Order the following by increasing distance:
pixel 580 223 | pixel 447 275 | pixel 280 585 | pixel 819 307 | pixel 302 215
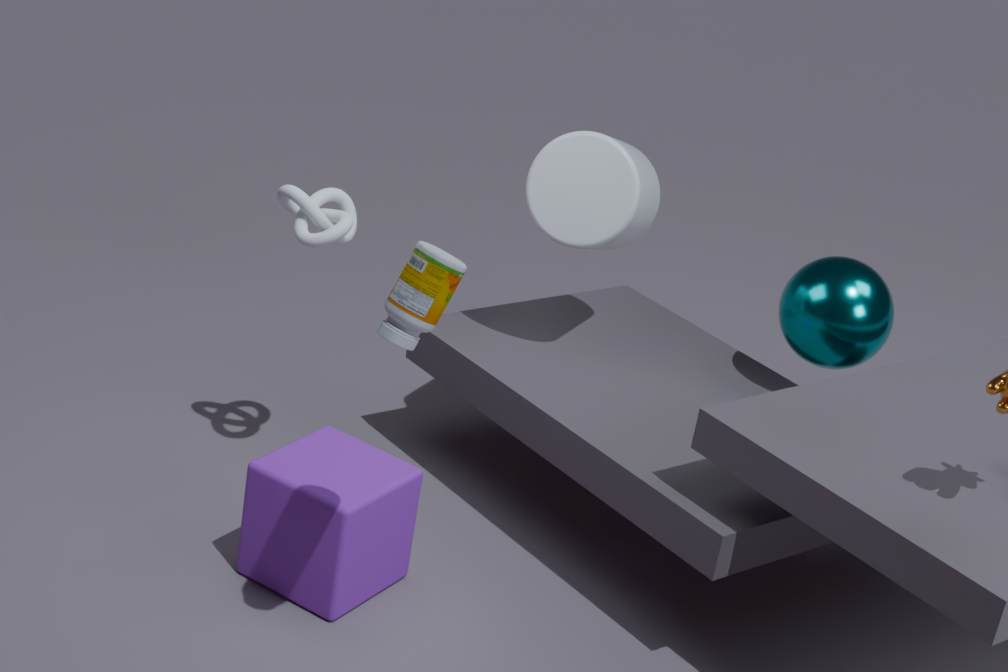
pixel 447 275 → pixel 280 585 → pixel 302 215 → pixel 580 223 → pixel 819 307
